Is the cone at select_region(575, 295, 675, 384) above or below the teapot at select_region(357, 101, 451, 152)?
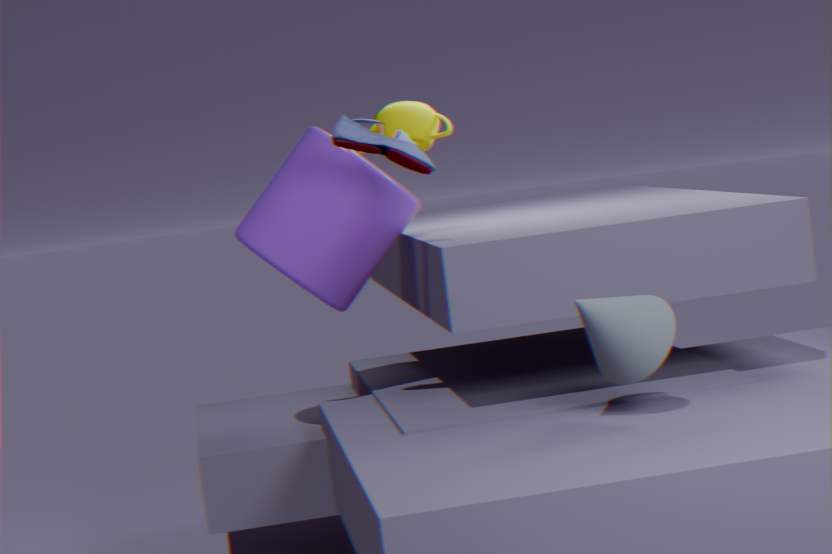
below
